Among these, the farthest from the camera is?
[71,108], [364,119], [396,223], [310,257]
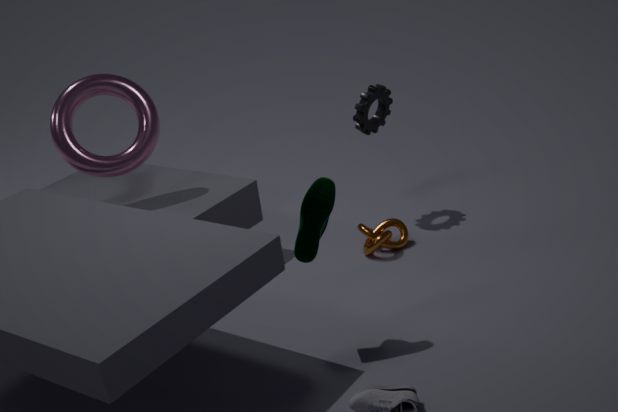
[364,119]
